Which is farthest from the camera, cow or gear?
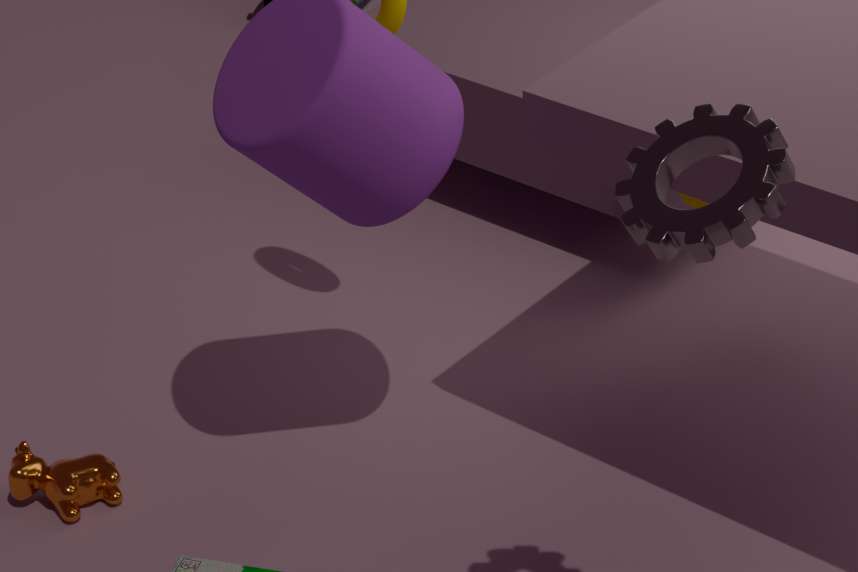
cow
